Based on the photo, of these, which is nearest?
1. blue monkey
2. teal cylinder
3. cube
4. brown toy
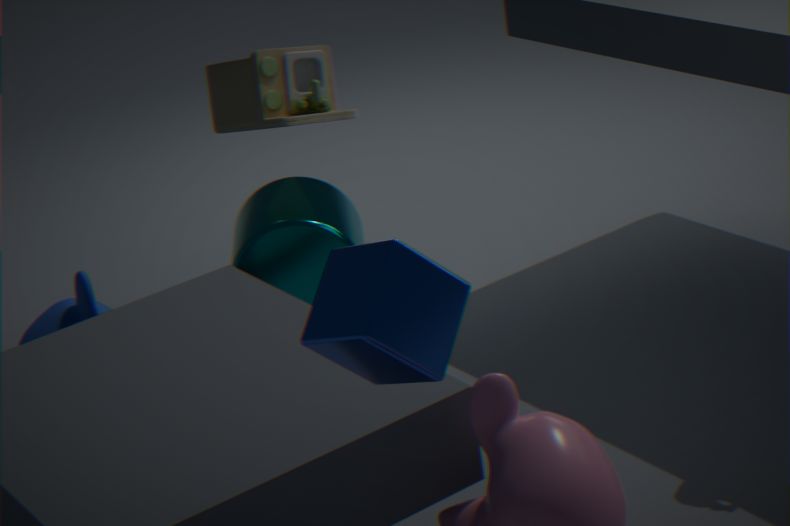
cube
